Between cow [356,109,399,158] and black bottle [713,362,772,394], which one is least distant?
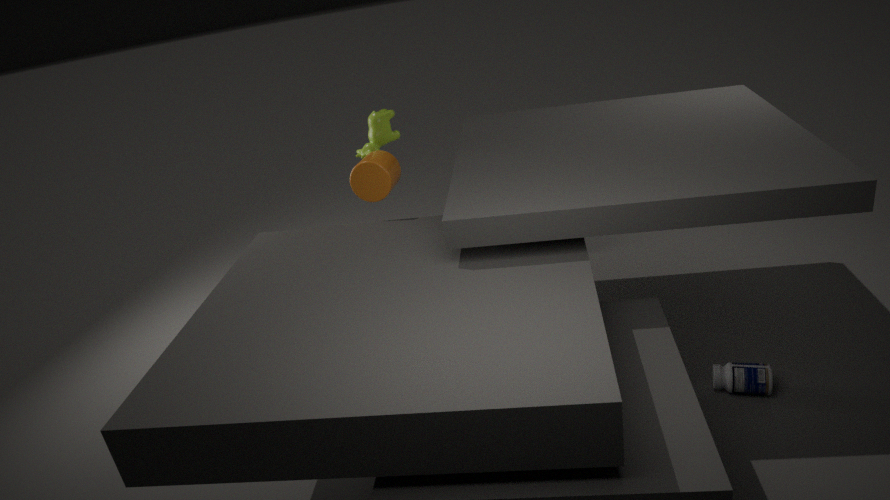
black bottle [713,362,772,394]
